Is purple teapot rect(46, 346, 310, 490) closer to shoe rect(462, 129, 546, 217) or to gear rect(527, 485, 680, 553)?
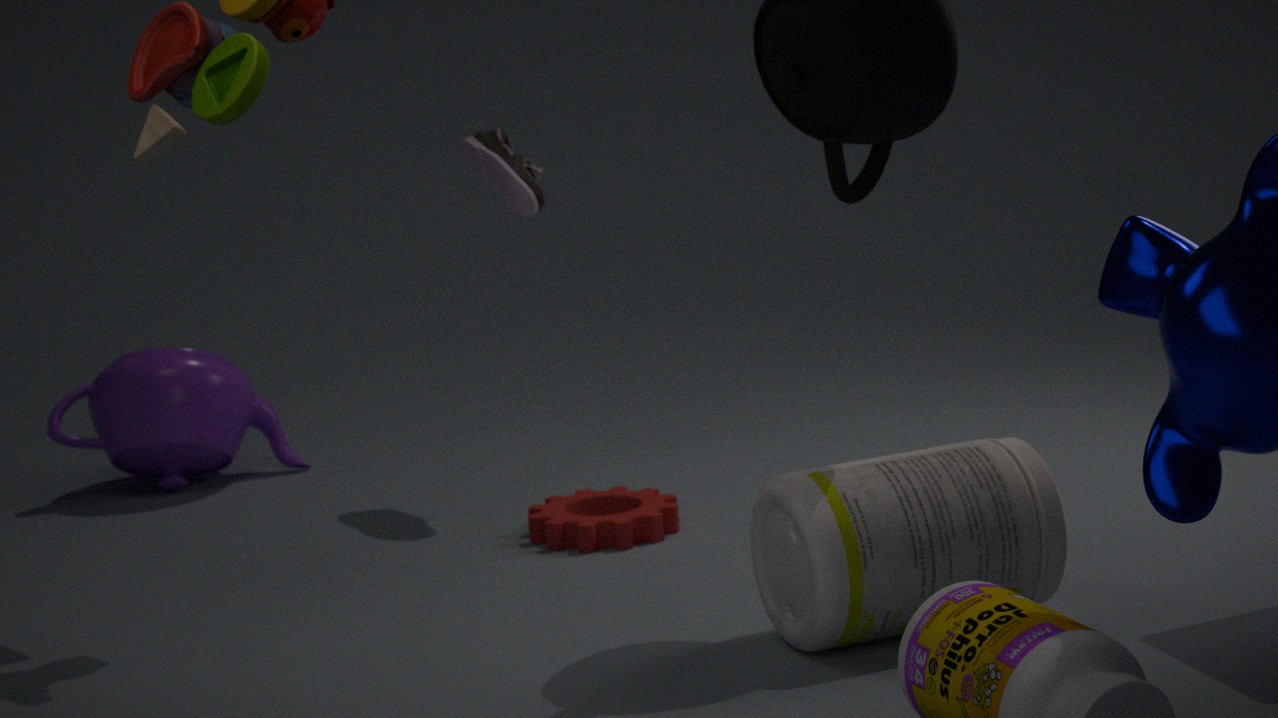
shoe rect(462, 129, 546, 217)
